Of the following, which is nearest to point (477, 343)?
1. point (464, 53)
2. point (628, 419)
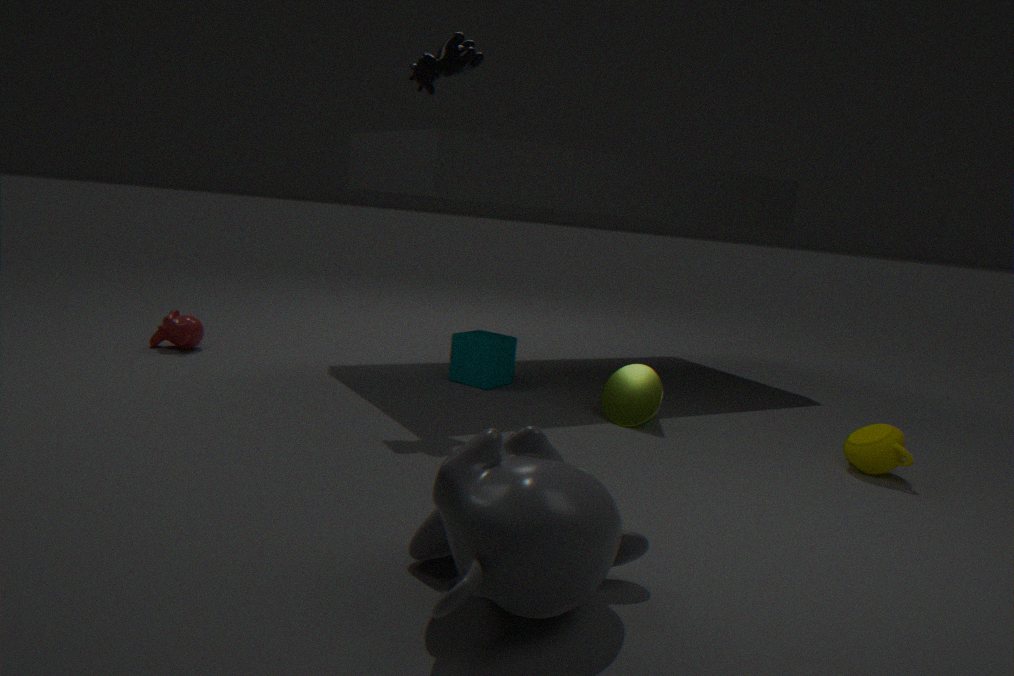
point (628, 419)
